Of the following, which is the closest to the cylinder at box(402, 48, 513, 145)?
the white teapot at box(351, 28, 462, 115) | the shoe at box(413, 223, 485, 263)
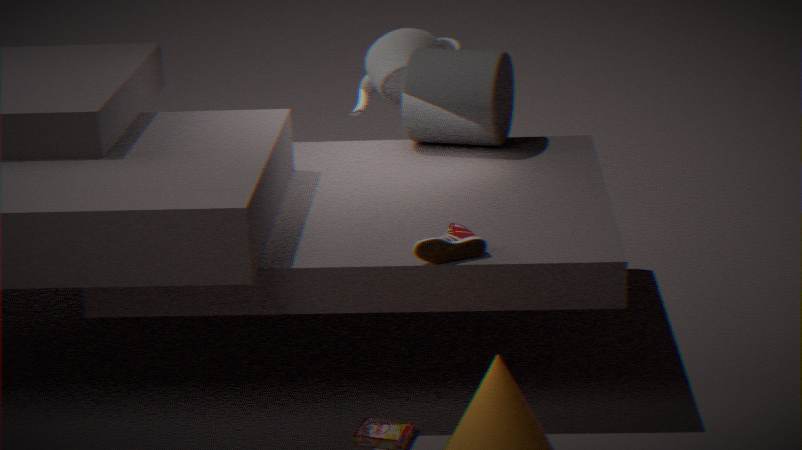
the white teapot at box(351, 28, 462, 115)
